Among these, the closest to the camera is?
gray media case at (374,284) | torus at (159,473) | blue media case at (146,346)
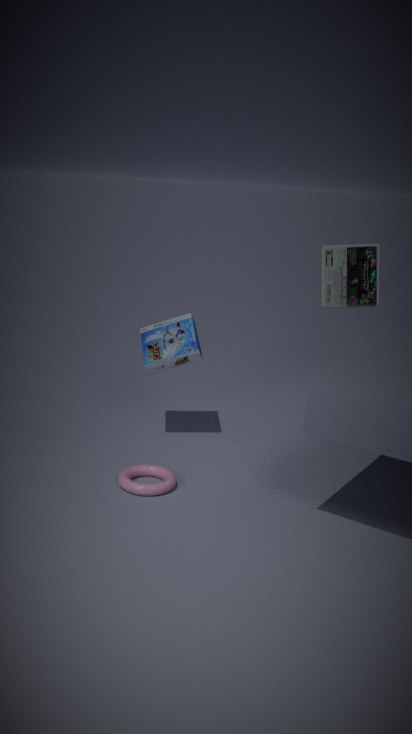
torus at (159,473)
